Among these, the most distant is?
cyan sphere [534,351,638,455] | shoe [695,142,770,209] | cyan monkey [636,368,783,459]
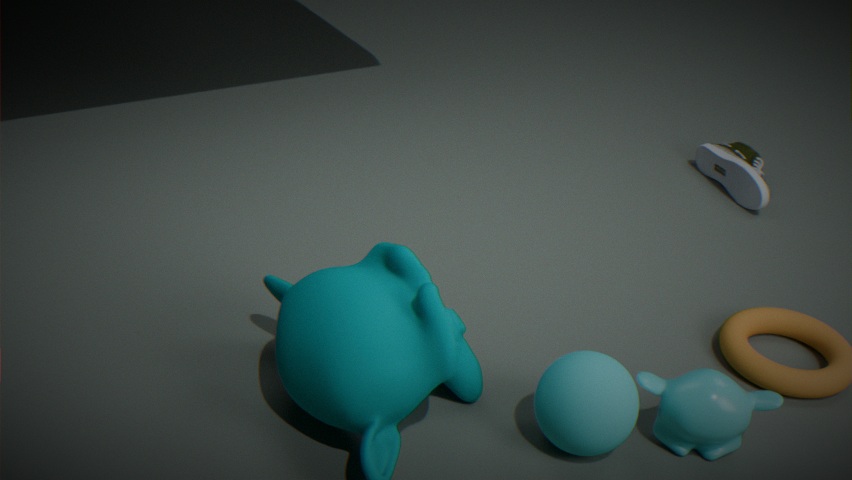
shoe [695,142,770,209]
